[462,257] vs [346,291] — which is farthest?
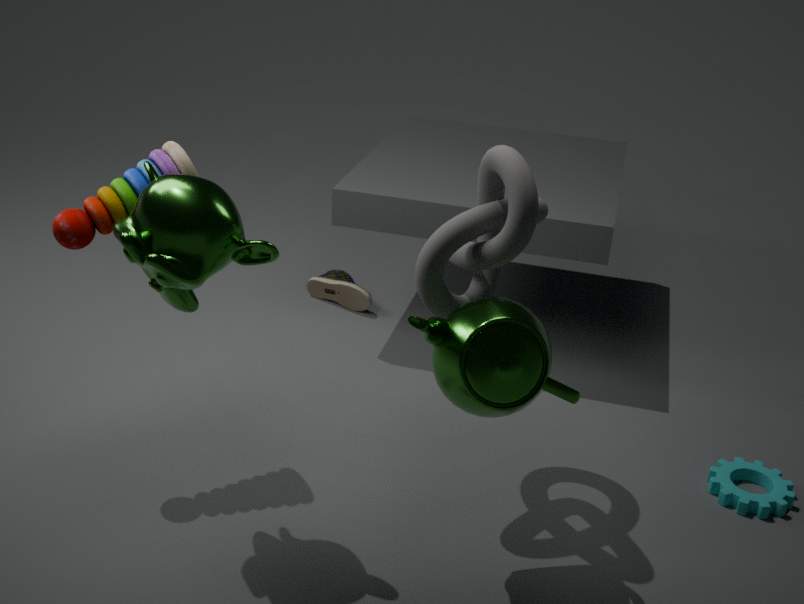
[346,291]
